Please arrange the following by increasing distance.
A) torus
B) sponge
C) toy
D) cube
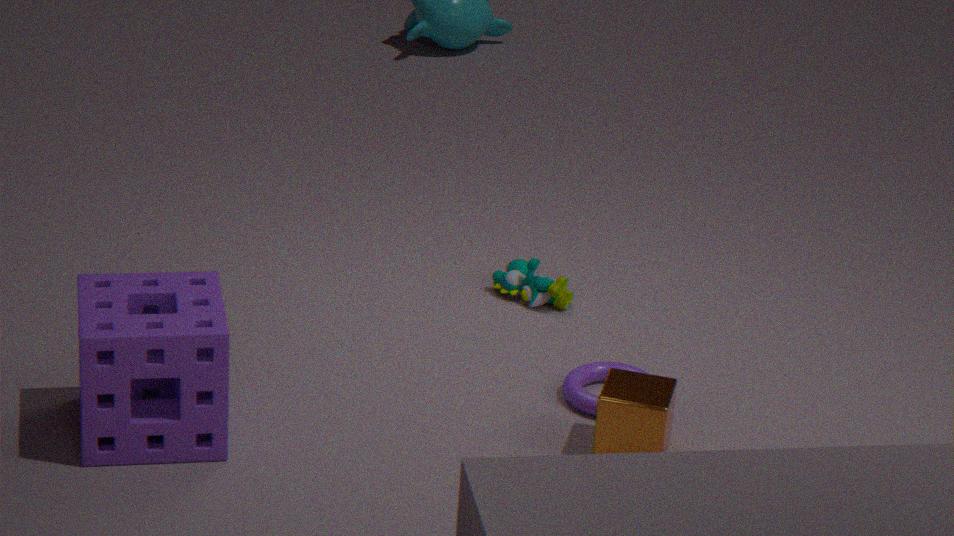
sponge, cube, torus, toy
